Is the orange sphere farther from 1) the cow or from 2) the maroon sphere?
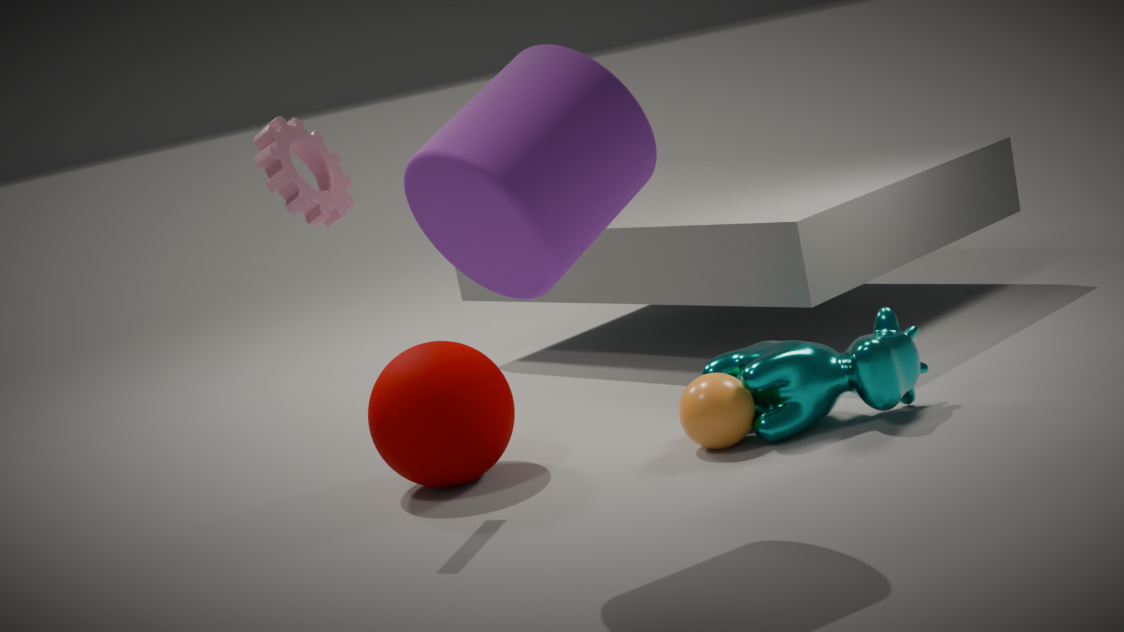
2) the maroon sphere
